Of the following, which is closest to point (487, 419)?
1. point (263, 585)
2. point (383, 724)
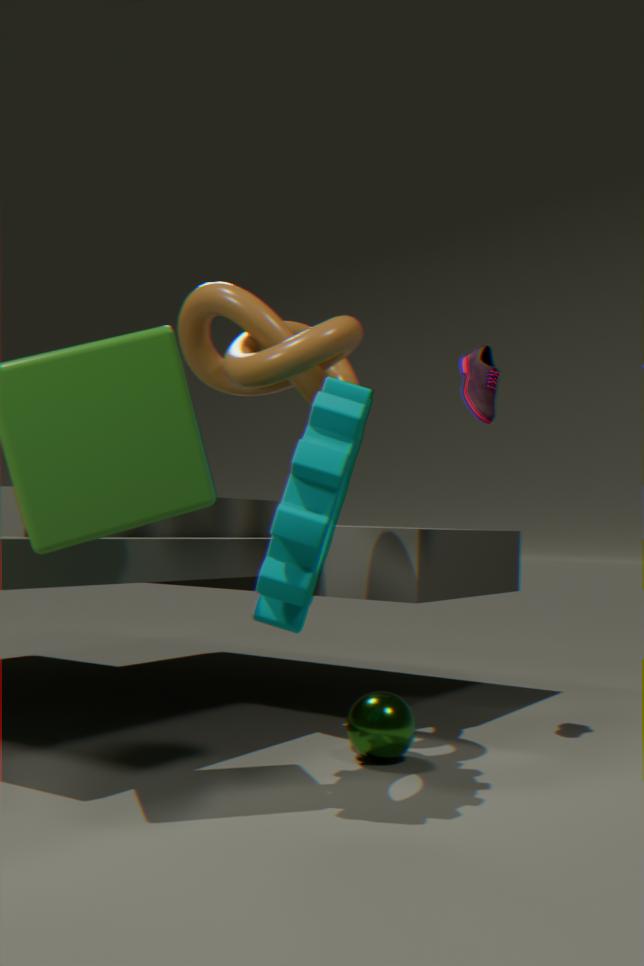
point (263, 585)
